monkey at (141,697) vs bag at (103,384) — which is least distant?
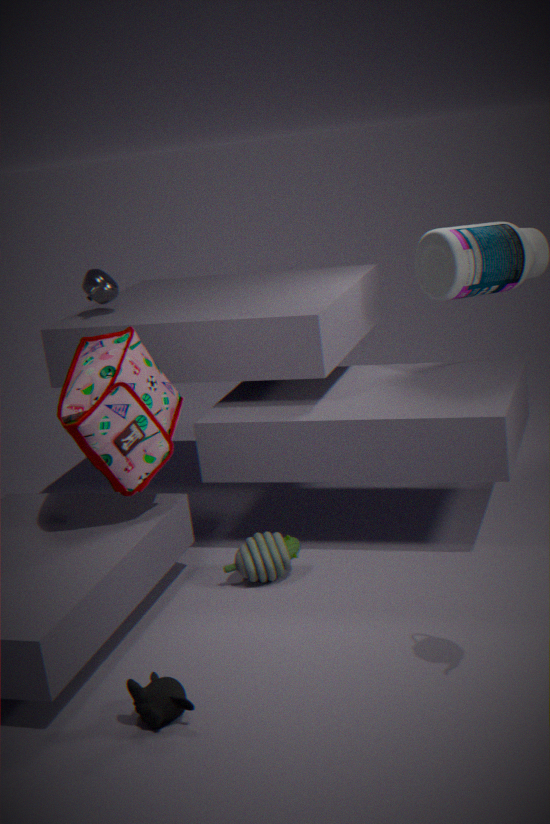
monkey at (141,697)
